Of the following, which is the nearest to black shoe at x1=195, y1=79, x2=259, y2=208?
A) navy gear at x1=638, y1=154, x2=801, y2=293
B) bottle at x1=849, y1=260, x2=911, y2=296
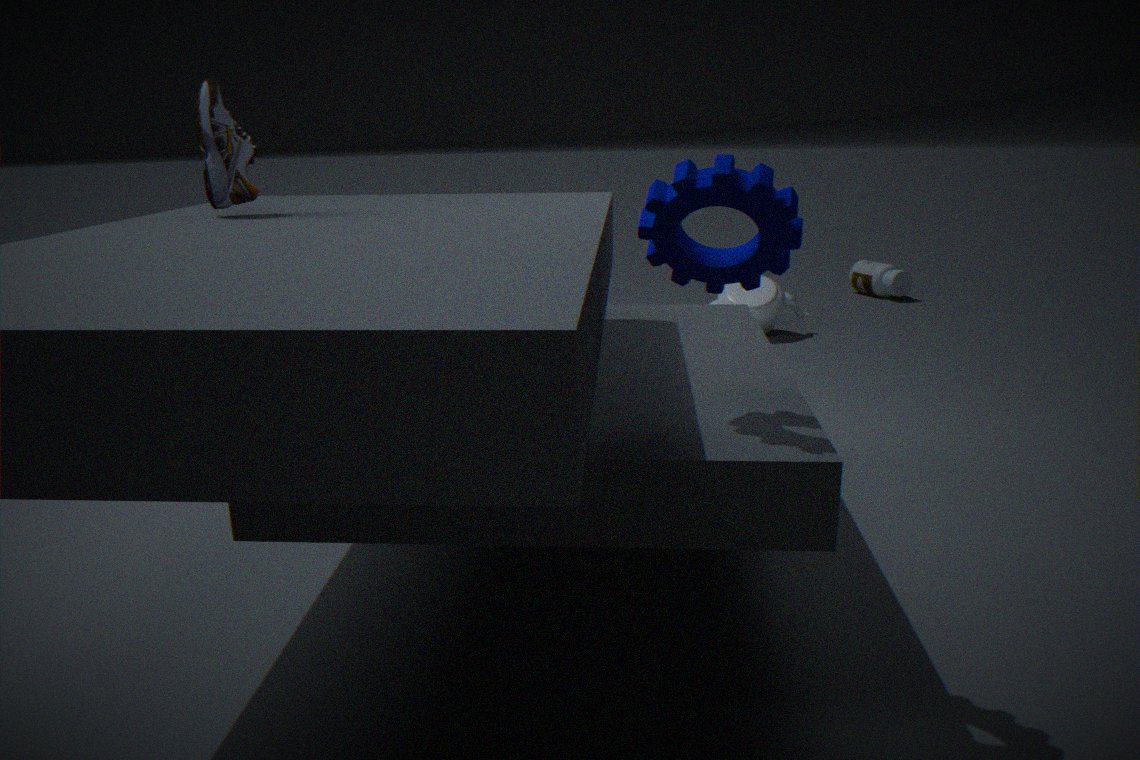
navy gear at x1=638, y1=154, x2=801, y2=293
